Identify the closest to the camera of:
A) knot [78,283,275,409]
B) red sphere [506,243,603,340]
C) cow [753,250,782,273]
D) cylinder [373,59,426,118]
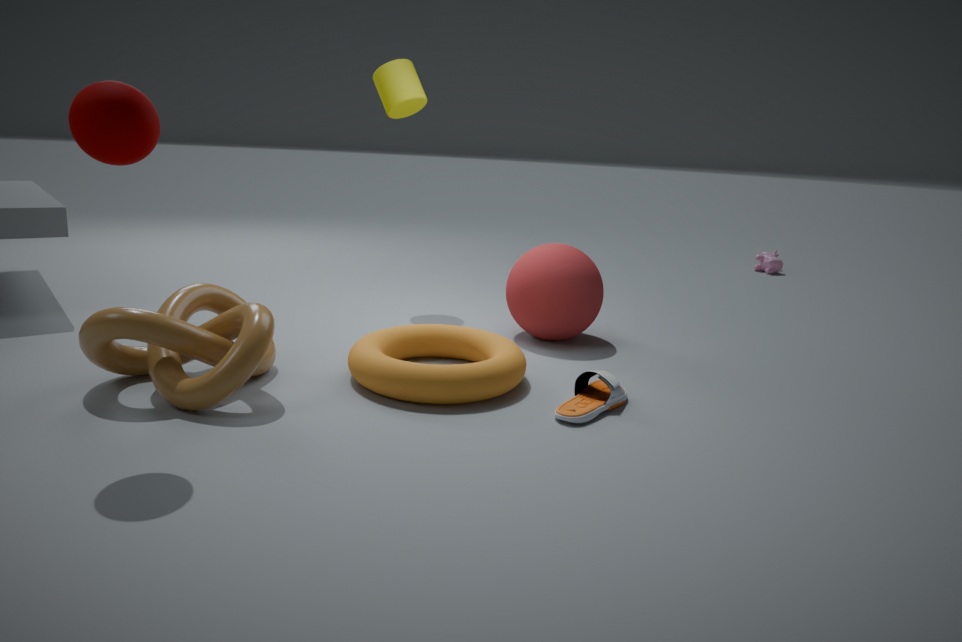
knot [78,283,275,409]
